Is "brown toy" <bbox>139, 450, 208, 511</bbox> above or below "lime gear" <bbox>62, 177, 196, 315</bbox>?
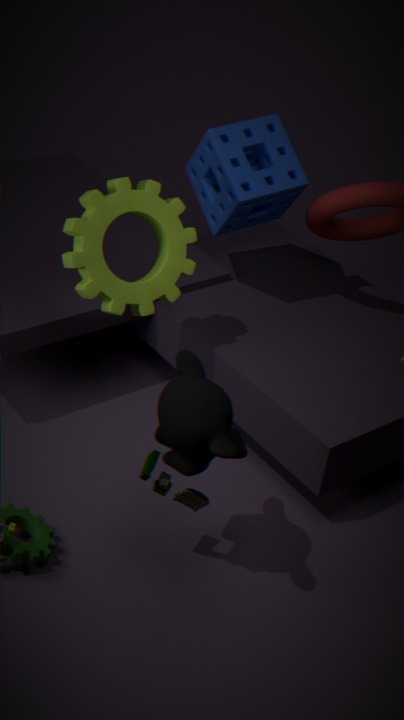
below
